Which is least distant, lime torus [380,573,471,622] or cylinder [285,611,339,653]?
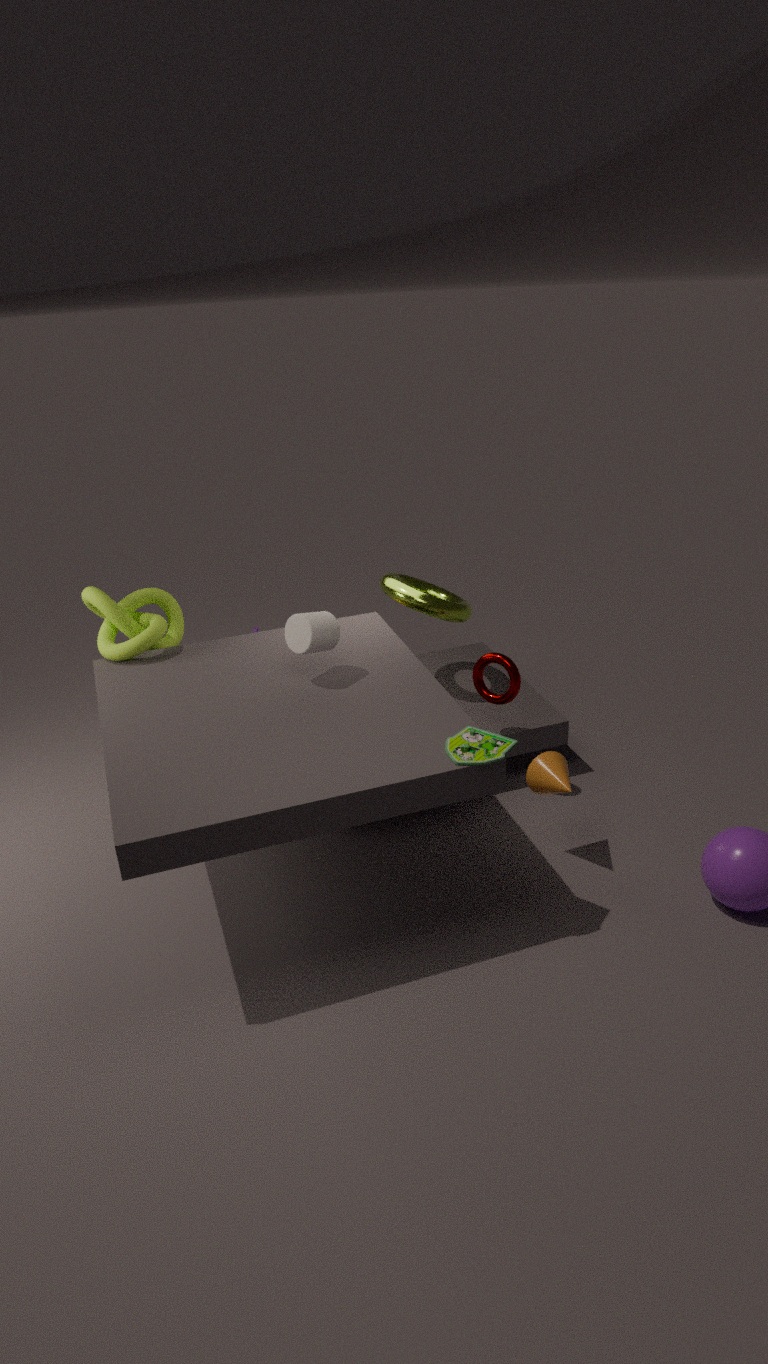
cylinder [285,611,339,653]
